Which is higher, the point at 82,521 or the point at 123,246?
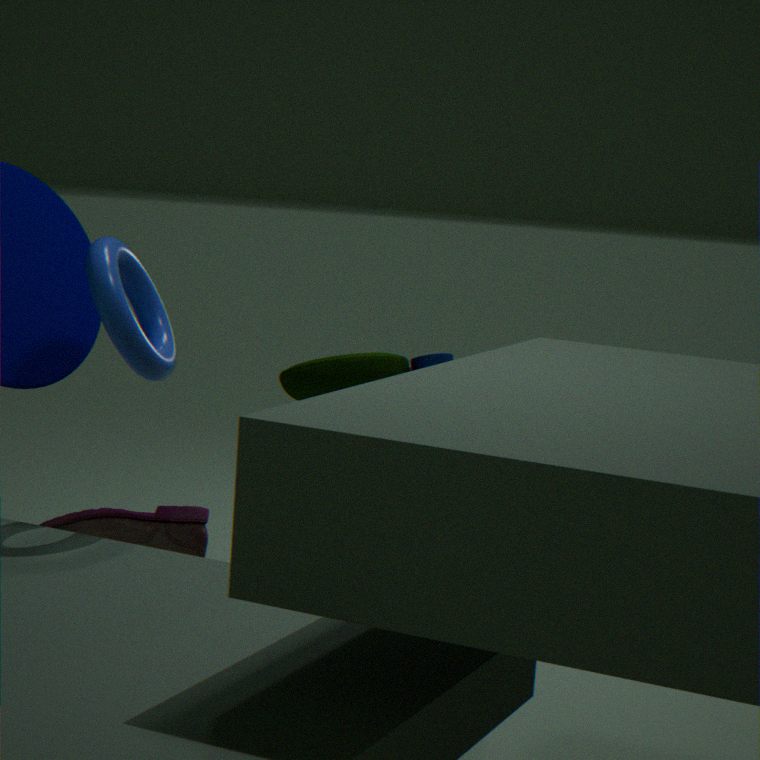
the point at 123,246
